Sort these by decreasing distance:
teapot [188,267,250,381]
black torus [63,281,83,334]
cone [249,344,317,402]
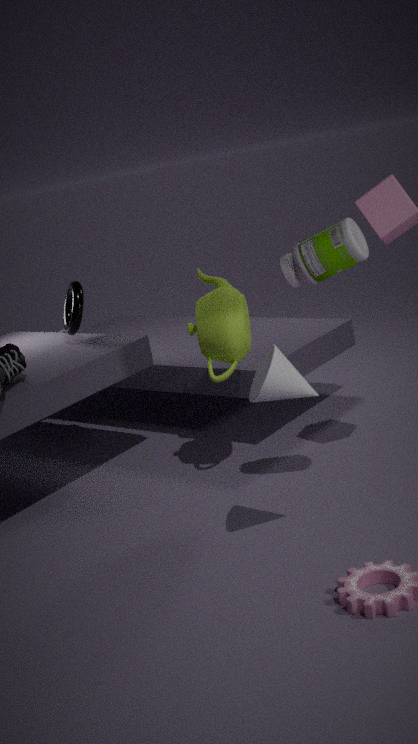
black torus [63,281,83,334], teapot [188,267,250,381], cone [249,344,317,402]
